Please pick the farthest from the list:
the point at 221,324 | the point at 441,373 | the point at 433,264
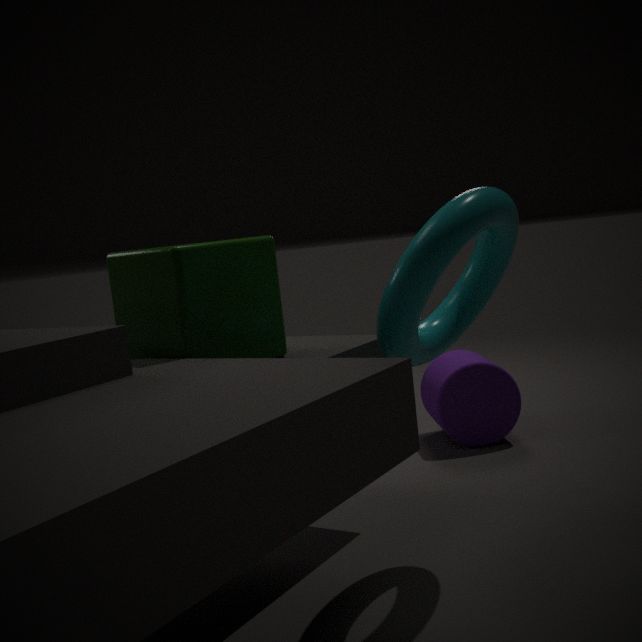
the point at 441,373
